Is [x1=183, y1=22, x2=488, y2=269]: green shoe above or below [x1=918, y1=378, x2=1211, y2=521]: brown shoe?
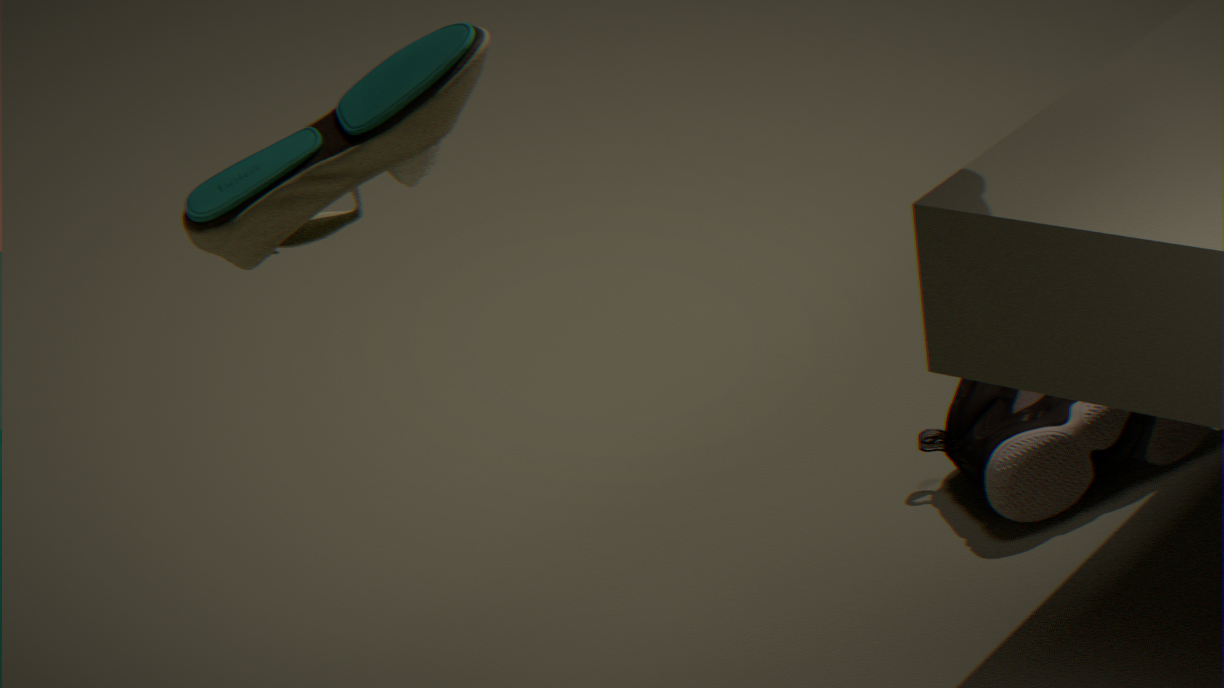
above
